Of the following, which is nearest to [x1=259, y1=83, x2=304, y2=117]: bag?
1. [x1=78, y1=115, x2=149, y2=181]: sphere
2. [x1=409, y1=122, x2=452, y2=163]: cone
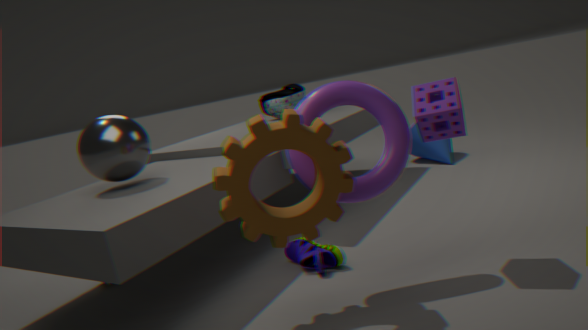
[x1=409, y1=122, x2=452, y2=163]: cone
